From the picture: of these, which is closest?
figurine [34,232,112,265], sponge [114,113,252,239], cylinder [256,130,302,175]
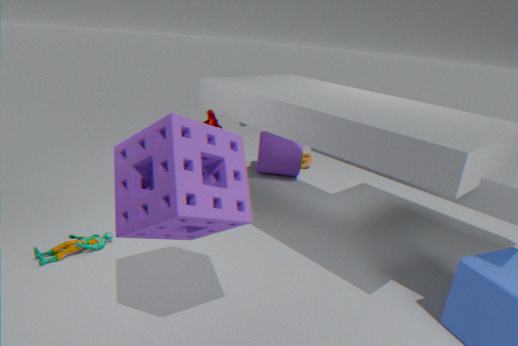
sponge [114,113,252,239]
